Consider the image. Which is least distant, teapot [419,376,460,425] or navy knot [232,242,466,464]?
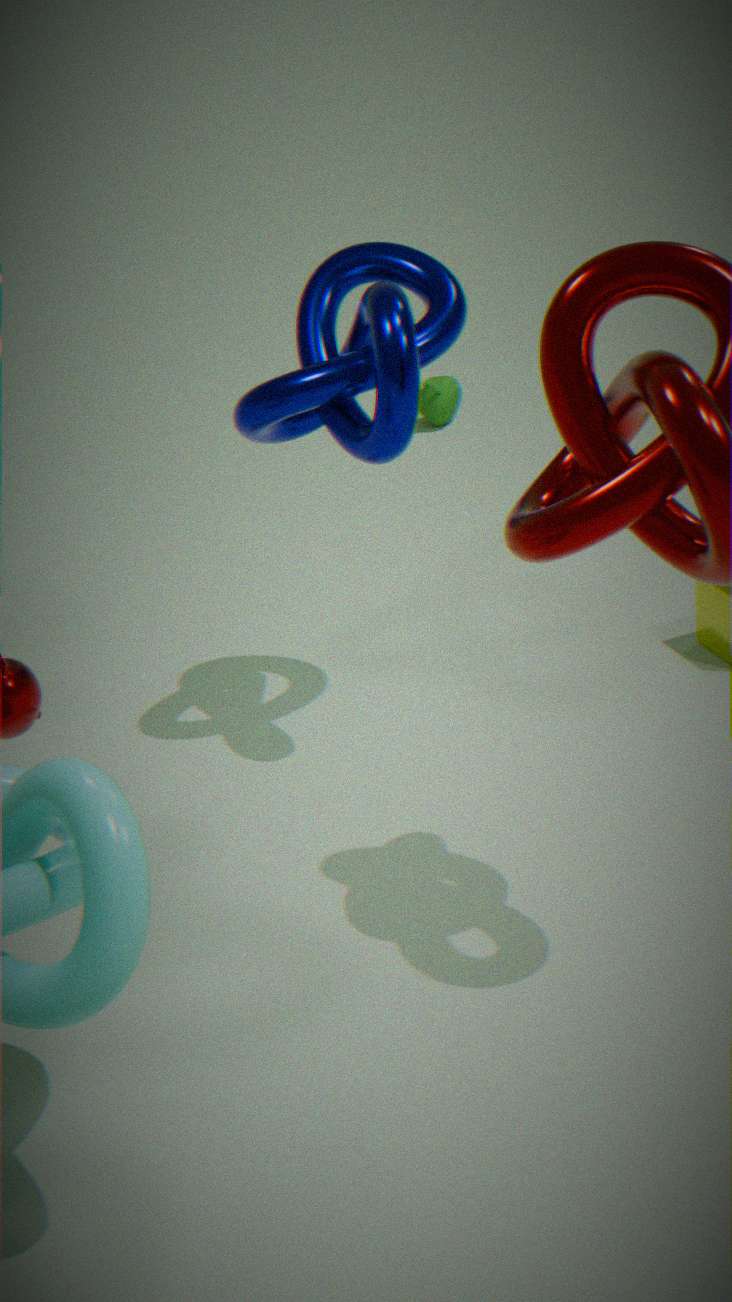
navy knot [232,242,466,464]
